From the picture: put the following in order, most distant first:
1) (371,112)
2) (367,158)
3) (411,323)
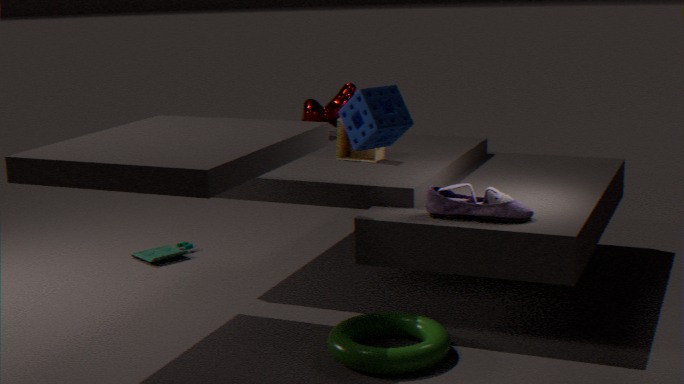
2. (367,158), 3. (411,323), 1. (371,112)
